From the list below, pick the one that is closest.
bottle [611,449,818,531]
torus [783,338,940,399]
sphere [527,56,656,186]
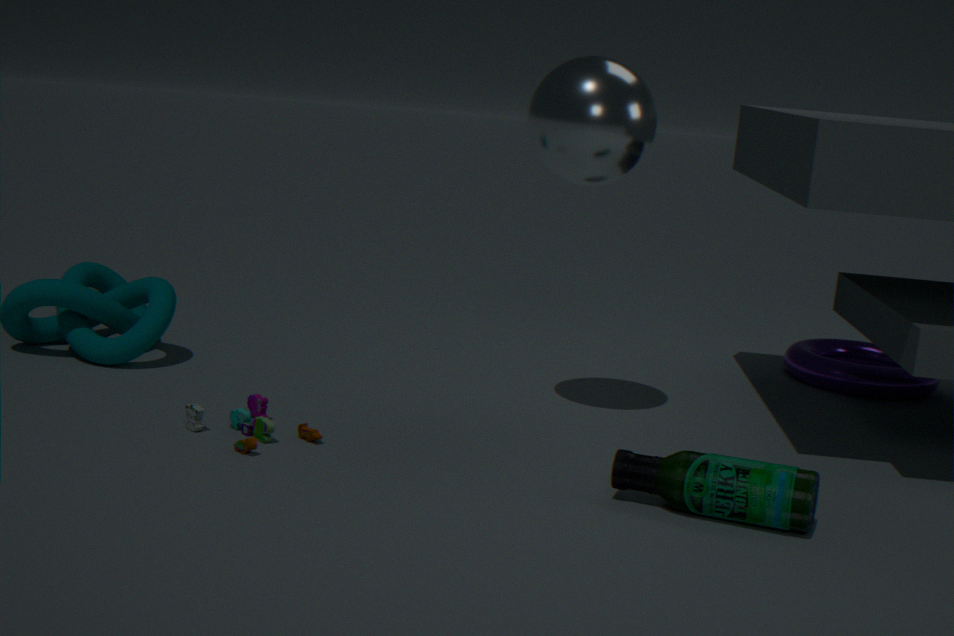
bottle [611,449,818,531]
